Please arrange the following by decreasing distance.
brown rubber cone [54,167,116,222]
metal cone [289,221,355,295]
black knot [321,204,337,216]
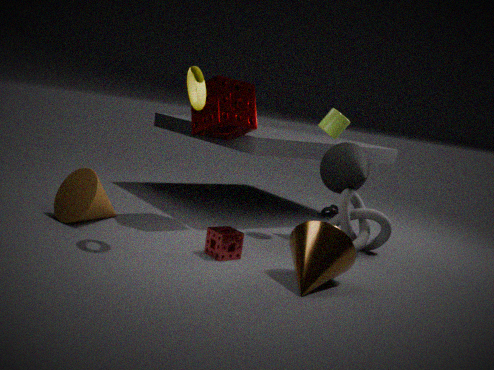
black knot [321,204,337,216], brown rubber cone [54,167,116,222], metal cone [289,221,355,295]
